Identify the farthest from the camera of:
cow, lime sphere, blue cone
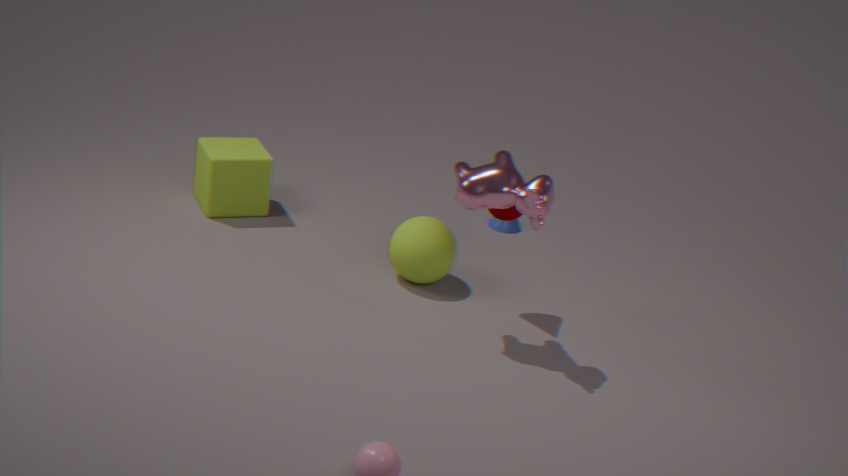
blue cone
